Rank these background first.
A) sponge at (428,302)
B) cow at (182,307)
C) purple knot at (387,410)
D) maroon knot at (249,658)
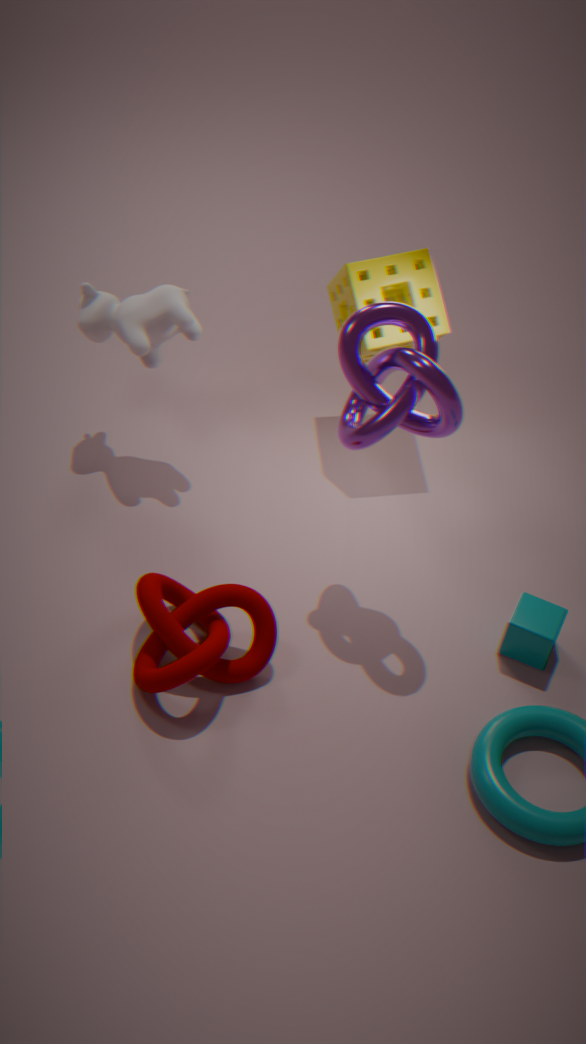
sponge at (428,302) → cow at (182,307) → maroon knot at (249,658) → purple knot at (387,410)
